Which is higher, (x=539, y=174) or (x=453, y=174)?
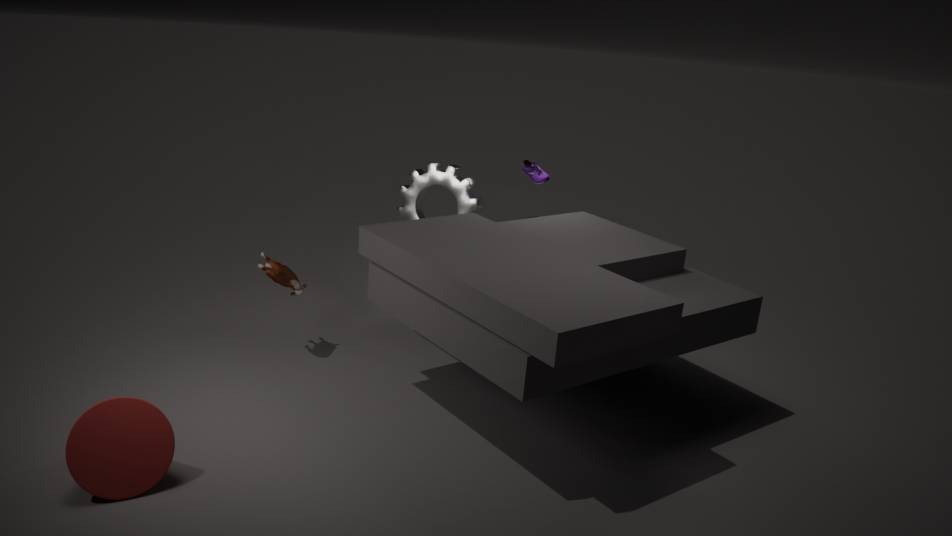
(x=539, y=174)
